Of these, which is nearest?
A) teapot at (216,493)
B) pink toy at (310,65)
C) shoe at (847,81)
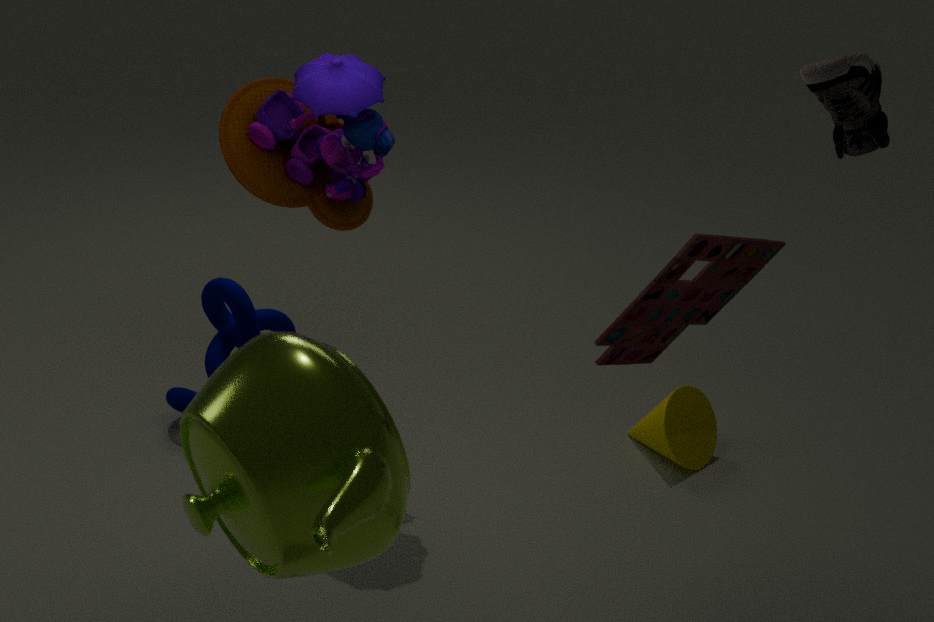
teapot at (216,493)
